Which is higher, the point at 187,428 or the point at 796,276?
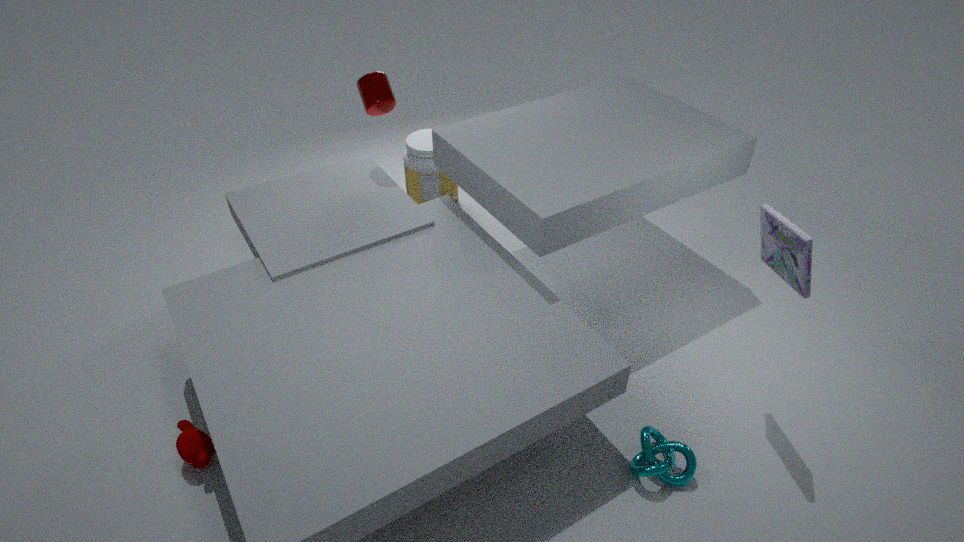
the point at 796,276
